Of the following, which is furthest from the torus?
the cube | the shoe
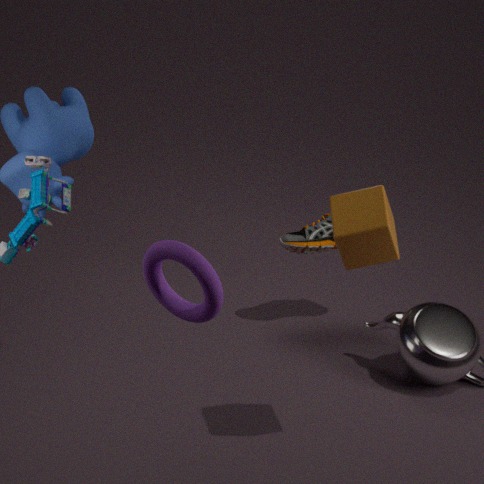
the shoe
